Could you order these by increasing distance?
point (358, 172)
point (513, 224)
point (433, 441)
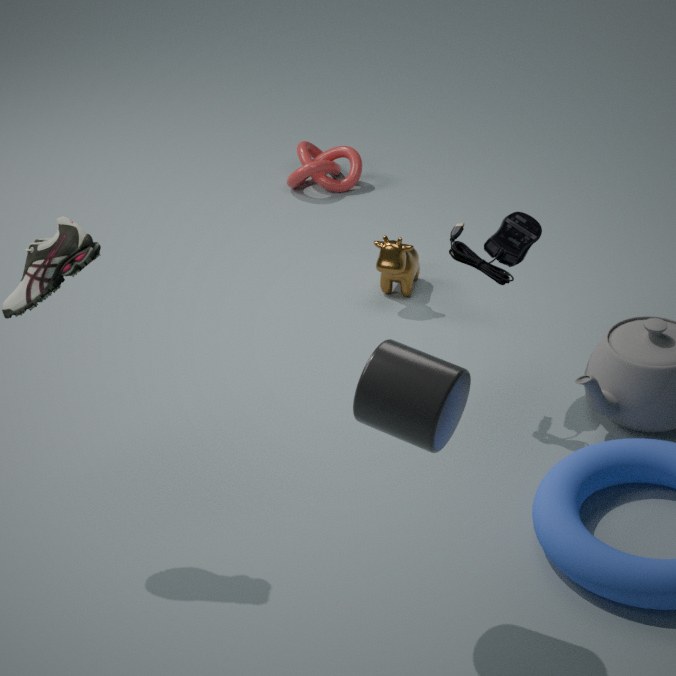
point (433, 441), point (513, 224), point (358, 172)
